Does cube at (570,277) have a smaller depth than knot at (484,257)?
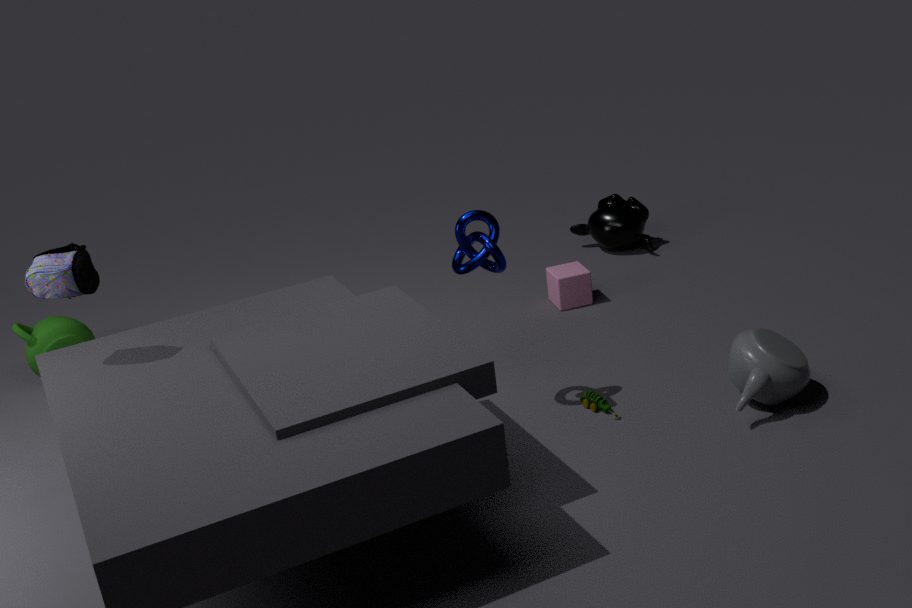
No
